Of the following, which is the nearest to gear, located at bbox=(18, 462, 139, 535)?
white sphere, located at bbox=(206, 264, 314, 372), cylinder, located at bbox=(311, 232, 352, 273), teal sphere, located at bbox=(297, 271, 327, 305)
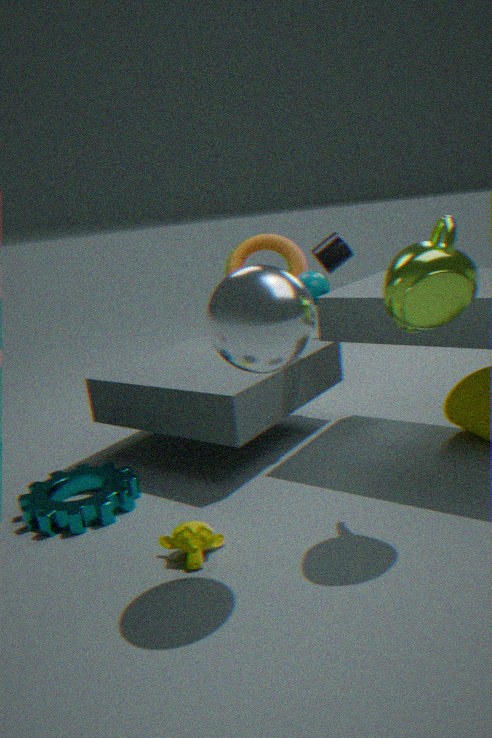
white sphere, located at bbox=(206, 264, 314, 372)
